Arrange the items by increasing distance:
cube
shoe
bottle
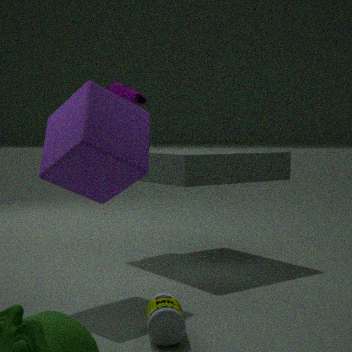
bottle < cube < shoe
